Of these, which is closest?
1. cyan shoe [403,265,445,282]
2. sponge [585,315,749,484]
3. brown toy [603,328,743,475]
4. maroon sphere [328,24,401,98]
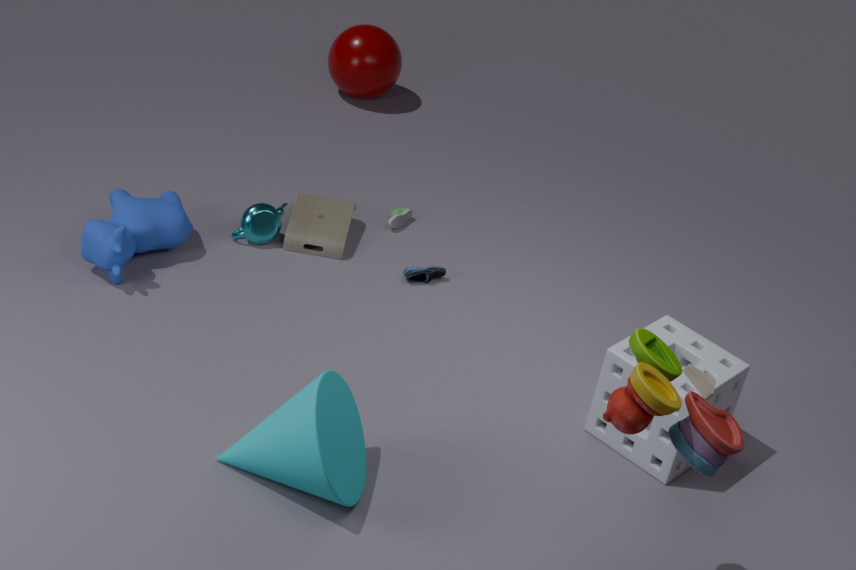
brown toy [603,328,743,475]
